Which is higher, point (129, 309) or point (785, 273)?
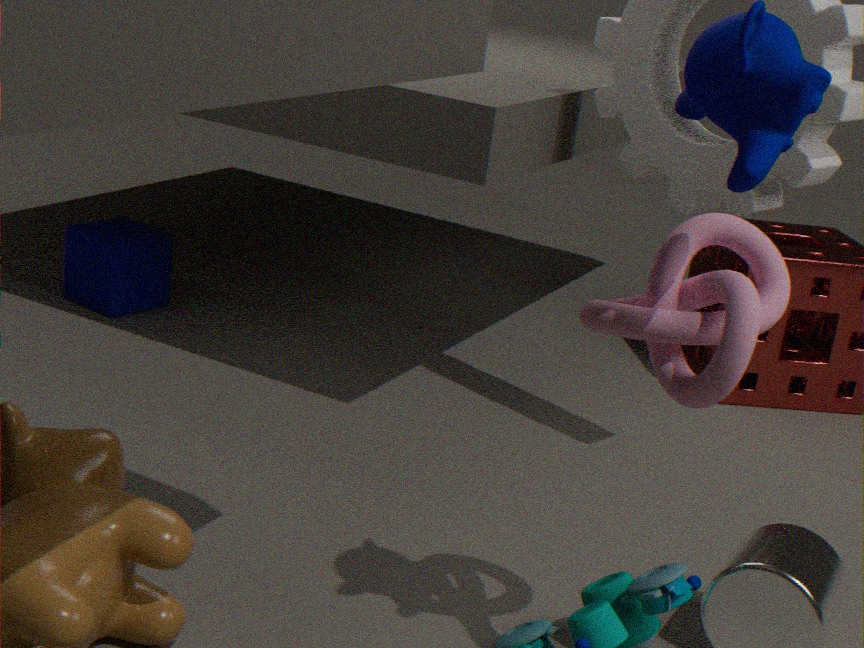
point (785, 273)
